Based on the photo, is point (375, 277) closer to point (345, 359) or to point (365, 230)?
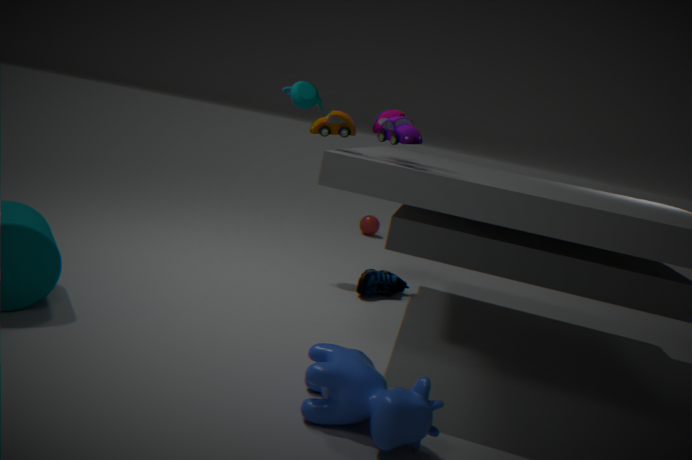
point (345, 359)
